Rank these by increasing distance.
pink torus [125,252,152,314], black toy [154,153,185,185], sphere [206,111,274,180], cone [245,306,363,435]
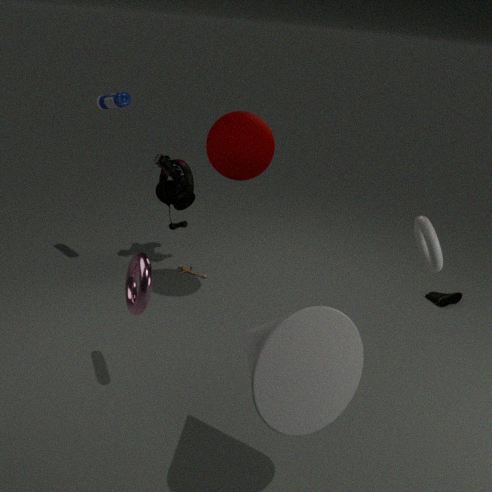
cone [245,306,363,435]
pink torus [125,252,152,314]
sphere [206,111,274,180]
black toy [154,153,185,185]
